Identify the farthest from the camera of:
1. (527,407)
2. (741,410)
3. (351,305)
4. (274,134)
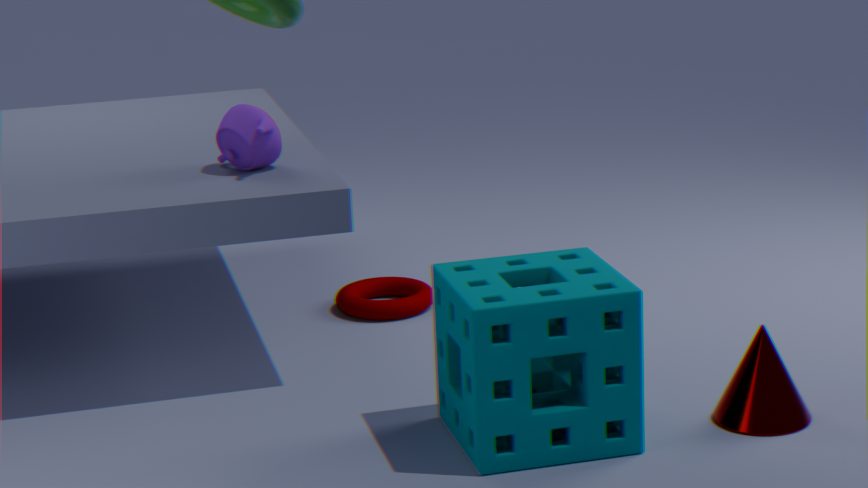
(351,305)
